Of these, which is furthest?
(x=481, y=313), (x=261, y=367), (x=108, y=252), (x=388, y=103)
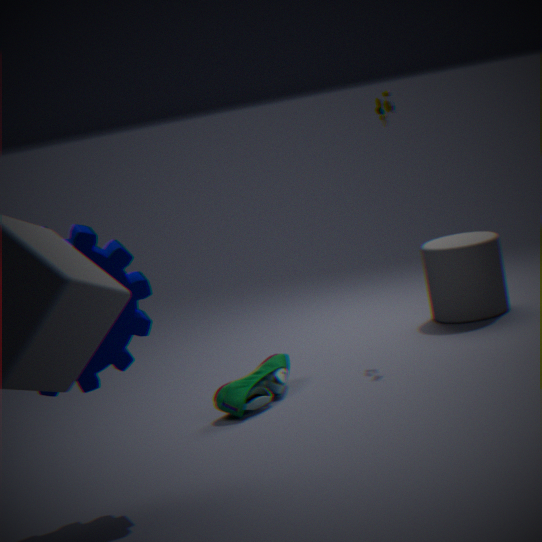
(x=481, y=313)
